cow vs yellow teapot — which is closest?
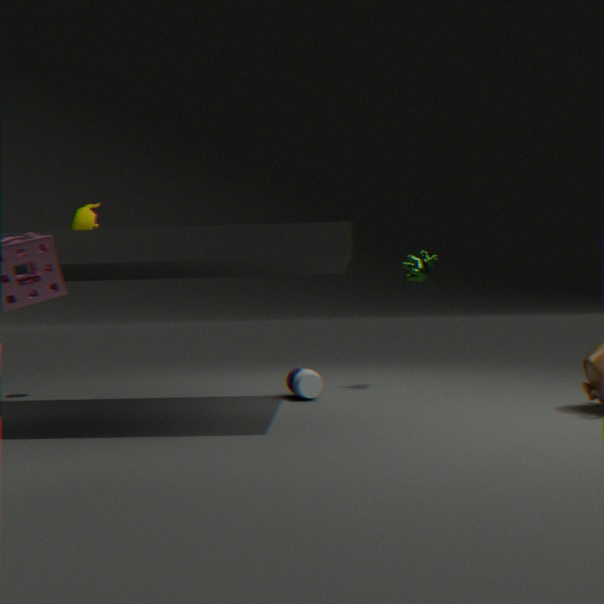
yellow teapot
